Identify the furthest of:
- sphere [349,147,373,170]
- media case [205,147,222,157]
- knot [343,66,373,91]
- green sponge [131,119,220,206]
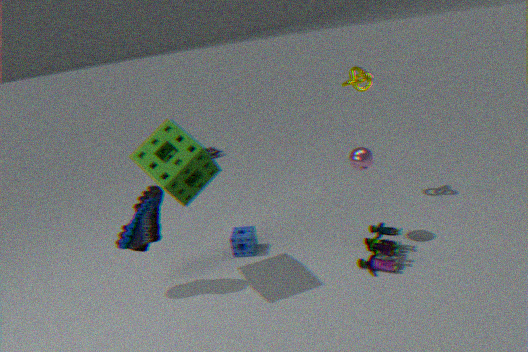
media case [205,147,222,157]
